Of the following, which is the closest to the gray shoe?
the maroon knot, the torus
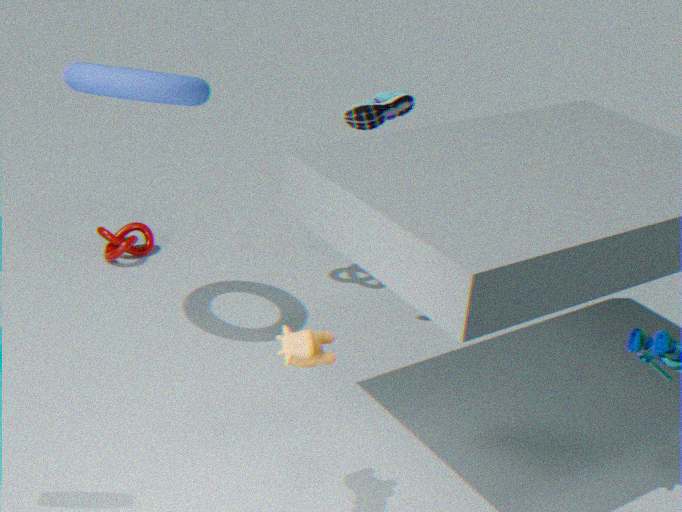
the torus
